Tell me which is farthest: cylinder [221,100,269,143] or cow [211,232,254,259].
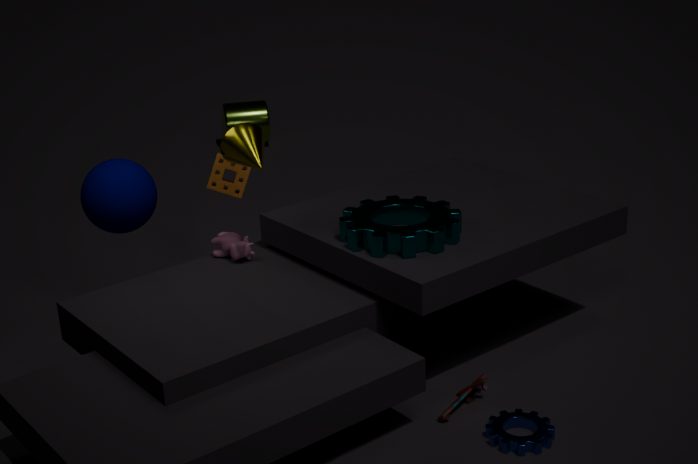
cylinder [221,100,269,143]
